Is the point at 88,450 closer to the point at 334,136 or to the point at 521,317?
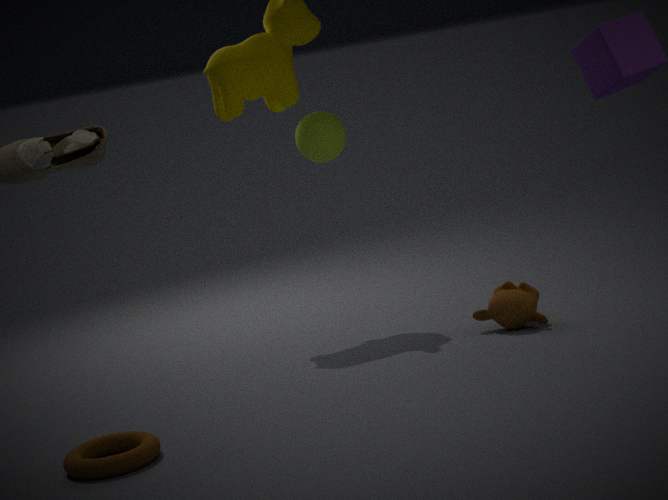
the point at 521,317
